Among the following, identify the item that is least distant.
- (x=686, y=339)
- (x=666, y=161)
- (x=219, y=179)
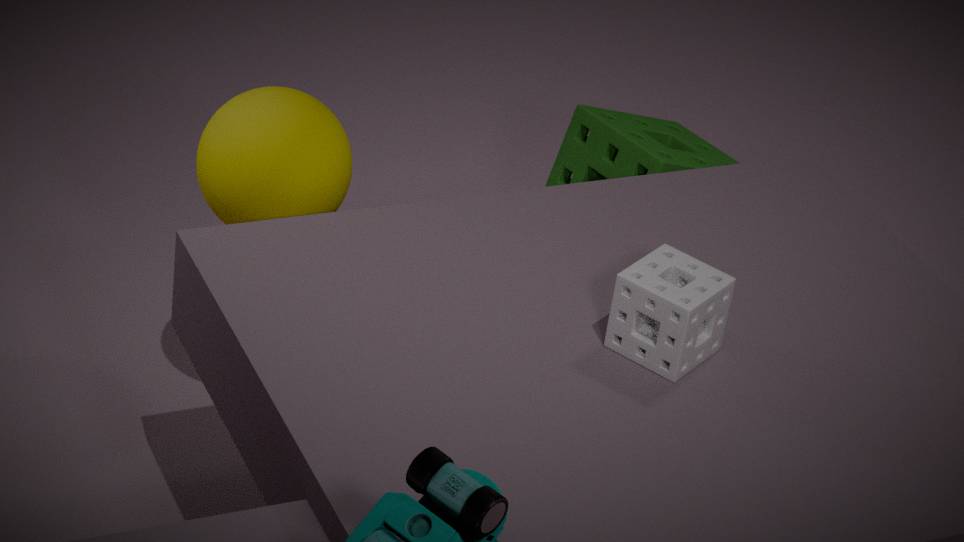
(x=686, y=339)
